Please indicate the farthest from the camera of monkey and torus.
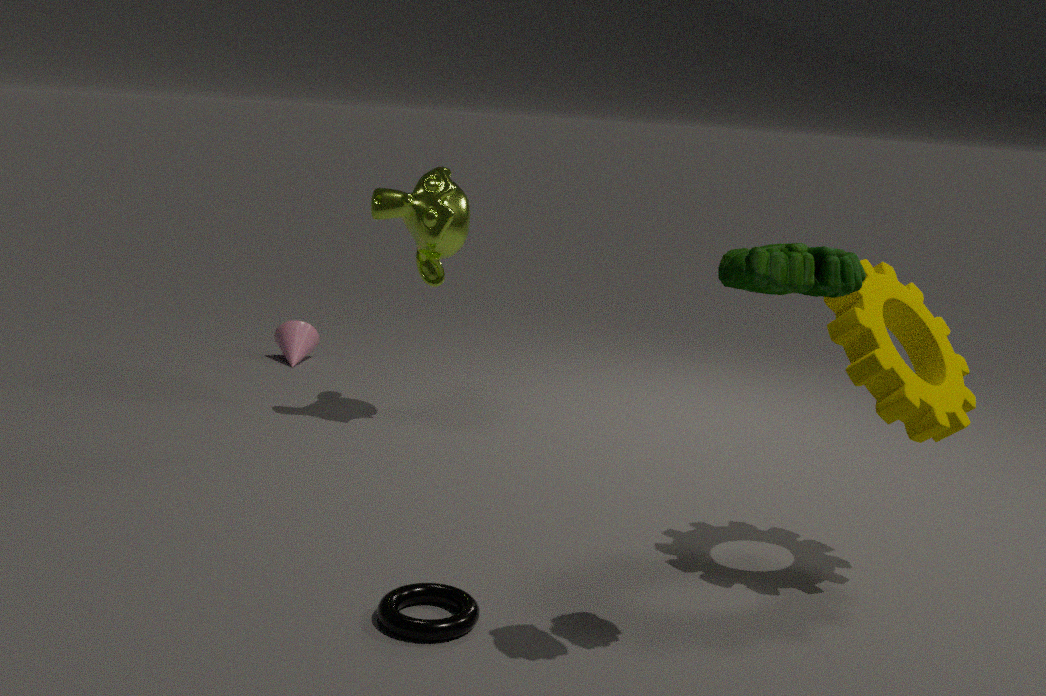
monkey
